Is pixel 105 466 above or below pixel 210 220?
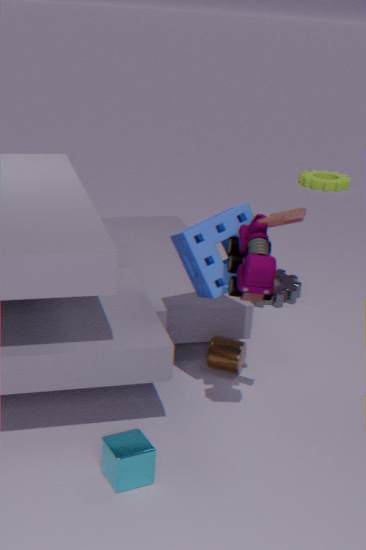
below
